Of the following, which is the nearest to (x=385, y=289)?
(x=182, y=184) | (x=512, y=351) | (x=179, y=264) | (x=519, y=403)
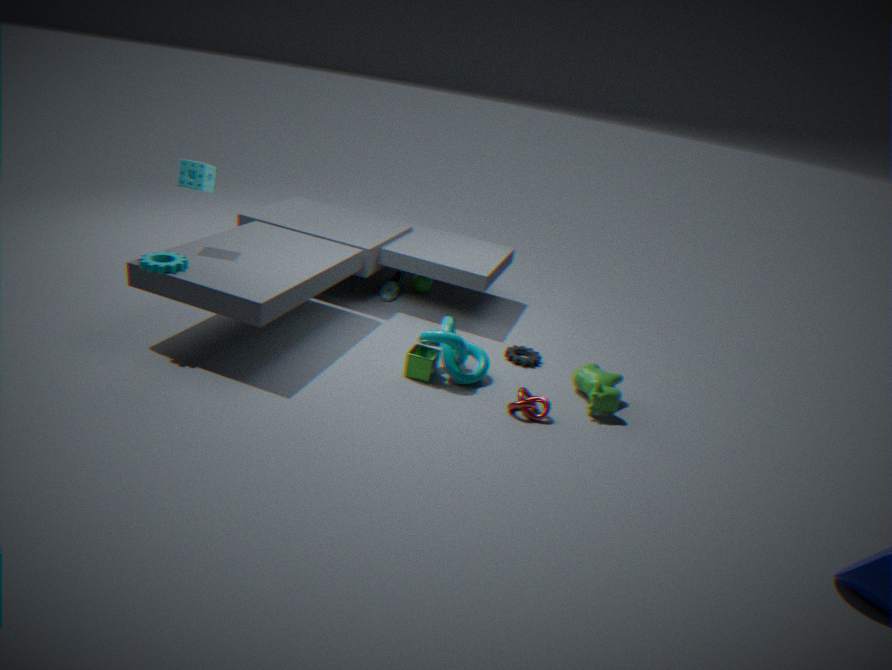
(x=512, y=351)
